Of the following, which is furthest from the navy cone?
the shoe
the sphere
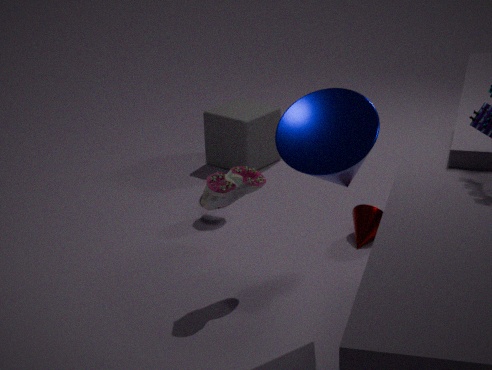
the sphere
